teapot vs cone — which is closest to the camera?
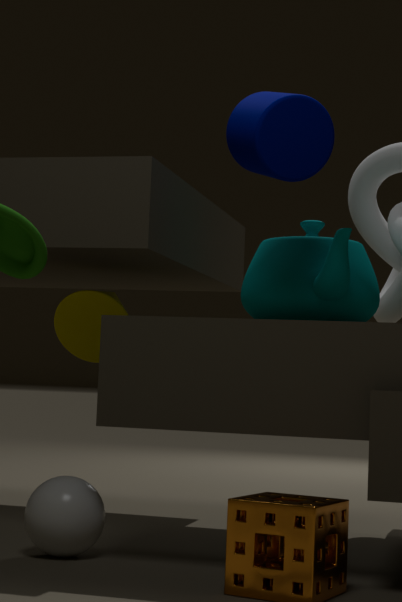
teapot
